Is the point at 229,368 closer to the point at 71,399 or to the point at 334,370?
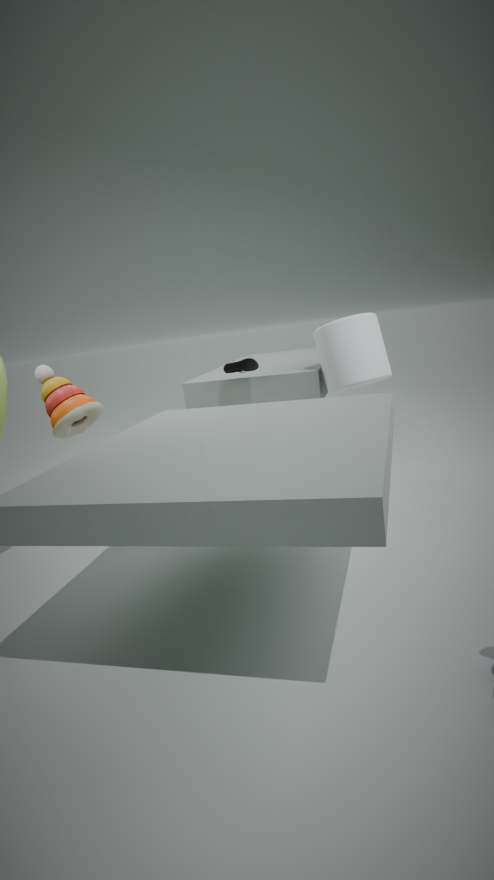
the point at 334,370
